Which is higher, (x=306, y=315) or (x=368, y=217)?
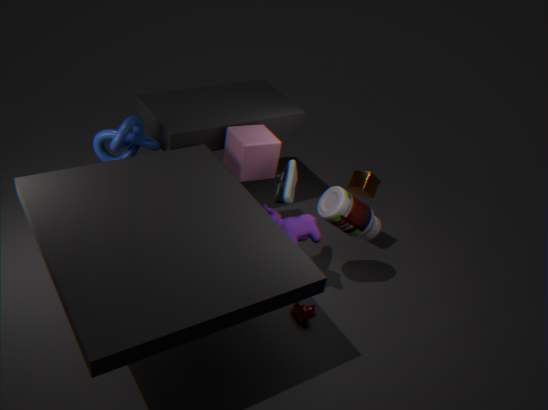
(x=368, y=217)
